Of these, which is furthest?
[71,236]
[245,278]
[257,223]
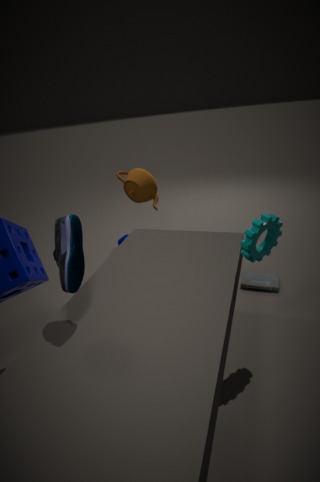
[245,278]
